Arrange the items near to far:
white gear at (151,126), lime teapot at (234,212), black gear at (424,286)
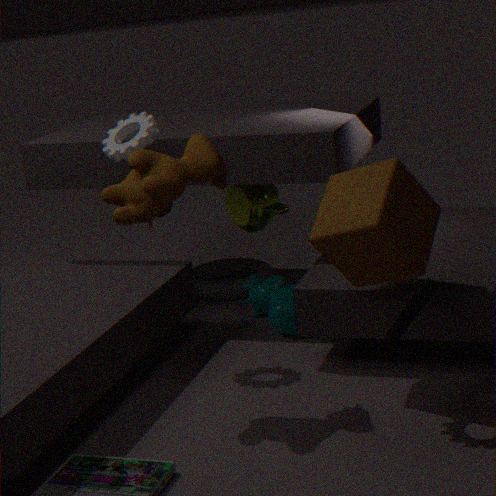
black gear at (424,286), white gear at (151,126), lime teapot at (234,212)
